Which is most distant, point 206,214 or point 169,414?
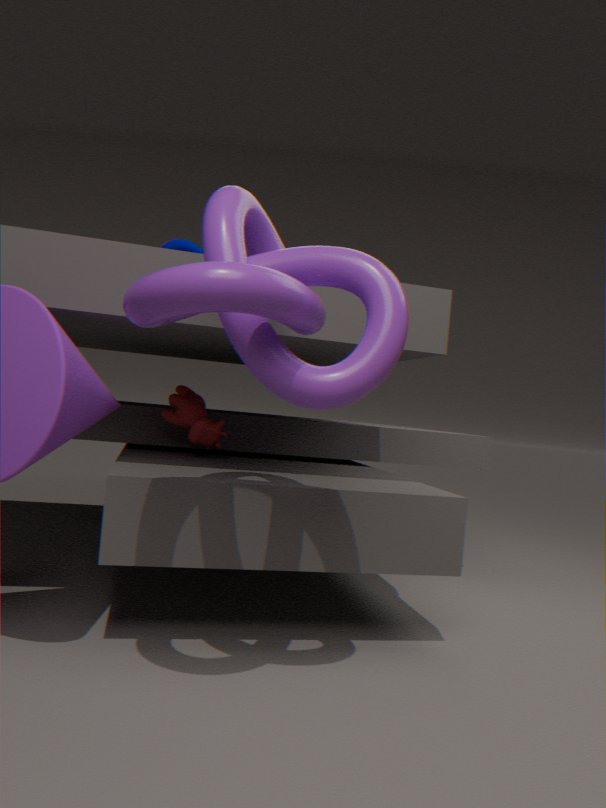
point 169,414
